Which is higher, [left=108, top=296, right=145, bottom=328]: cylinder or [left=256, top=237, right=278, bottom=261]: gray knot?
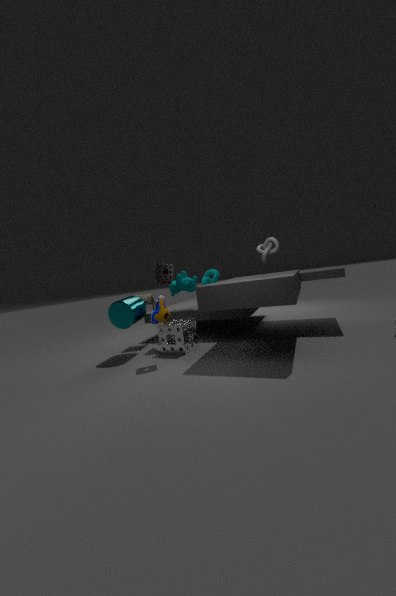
[left=256, top=237, right=278, bottom=261]: gray knot
